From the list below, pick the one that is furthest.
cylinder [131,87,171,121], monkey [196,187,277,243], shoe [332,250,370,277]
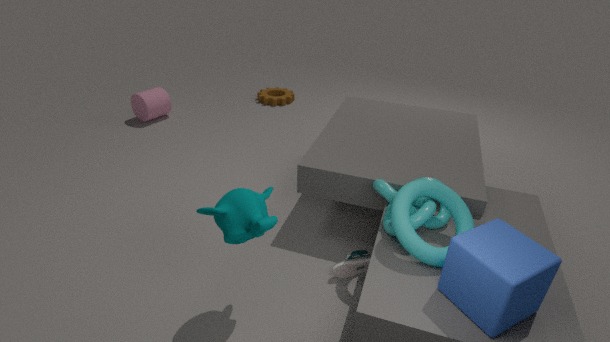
cylinder [131,87,171,121]
